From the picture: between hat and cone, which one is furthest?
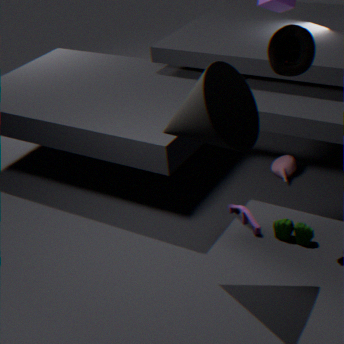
hat
